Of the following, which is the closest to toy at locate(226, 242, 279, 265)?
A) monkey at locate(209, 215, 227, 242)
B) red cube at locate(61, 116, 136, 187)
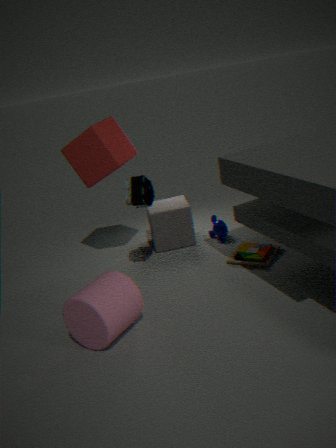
monkey at locate(209, 215, 227, 242)
